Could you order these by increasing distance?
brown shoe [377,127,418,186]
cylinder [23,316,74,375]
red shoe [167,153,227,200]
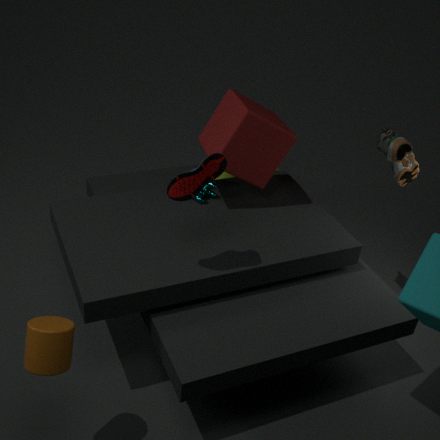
1. cylinder [23,316,74,375]
2. red shoe [167,153,227,200]
3. brown shoe [377,127,418,186]
